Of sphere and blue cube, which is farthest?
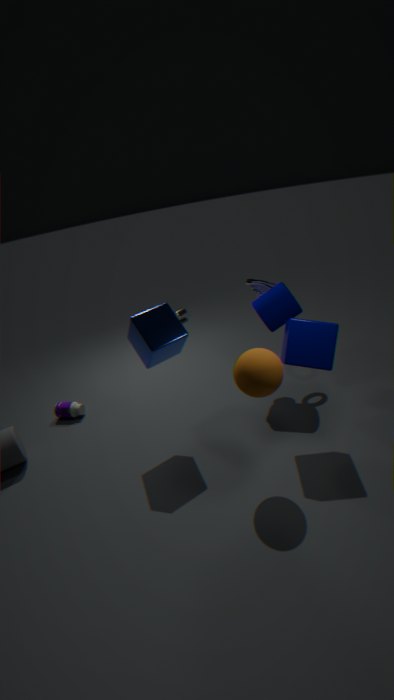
blue cube
